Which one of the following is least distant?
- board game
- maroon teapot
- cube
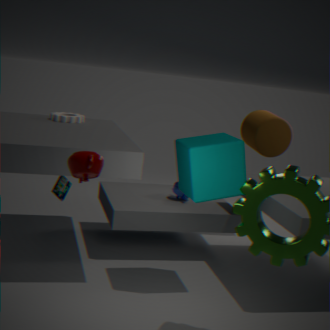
maroon teapot
